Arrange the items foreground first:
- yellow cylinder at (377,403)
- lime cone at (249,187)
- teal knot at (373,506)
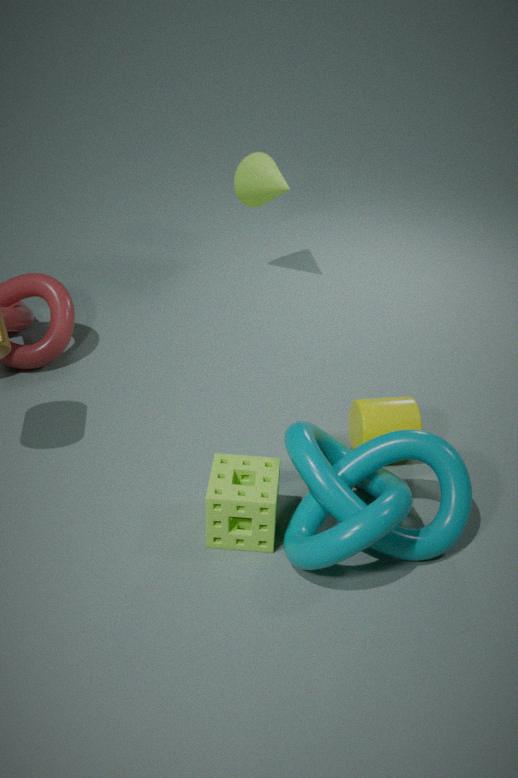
teal knot at (373,506)
yellow cylinder at (377,403)
lime cone at (249,187)
